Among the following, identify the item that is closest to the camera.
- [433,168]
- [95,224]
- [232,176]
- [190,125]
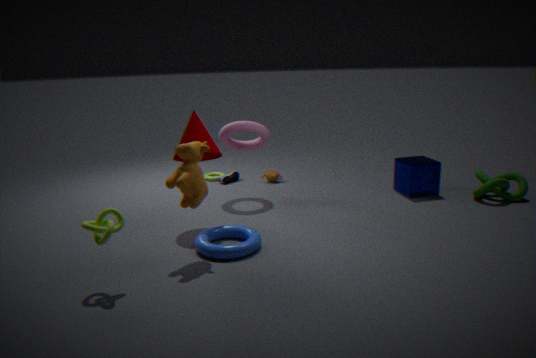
[95,224]
